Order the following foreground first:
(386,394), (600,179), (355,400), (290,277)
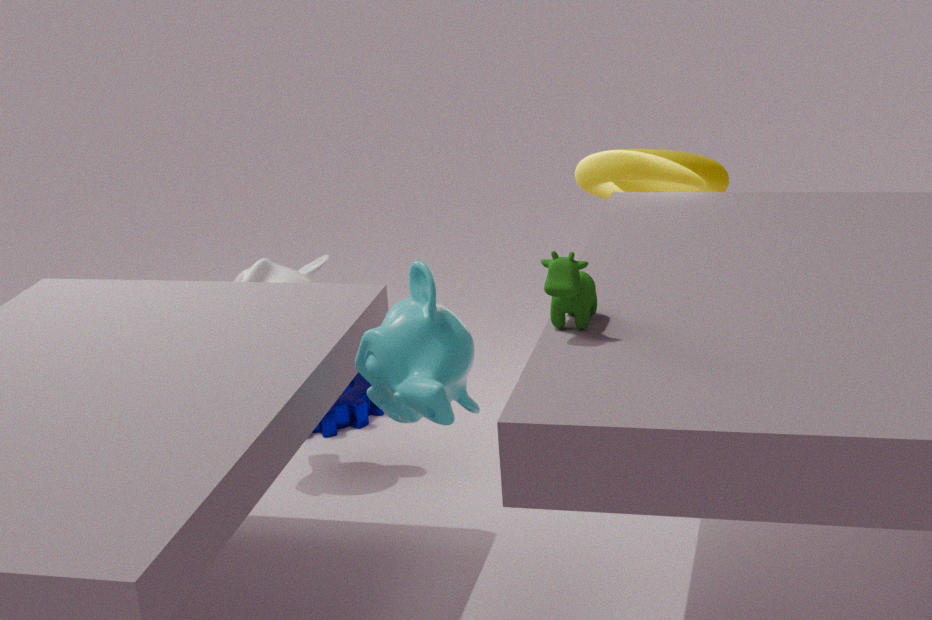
(386,394)
(600,179)
(290,277)
(355,400)
